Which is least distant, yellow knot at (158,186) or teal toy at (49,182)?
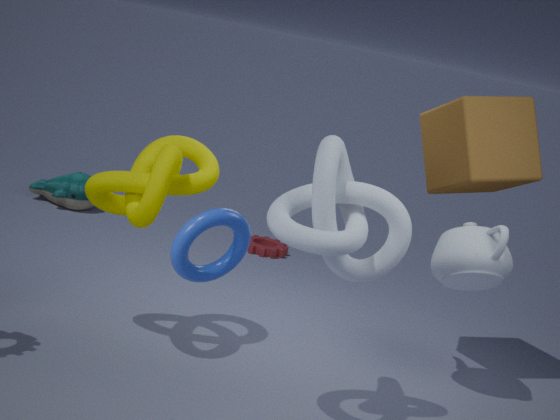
yellow knot at (158,186)
